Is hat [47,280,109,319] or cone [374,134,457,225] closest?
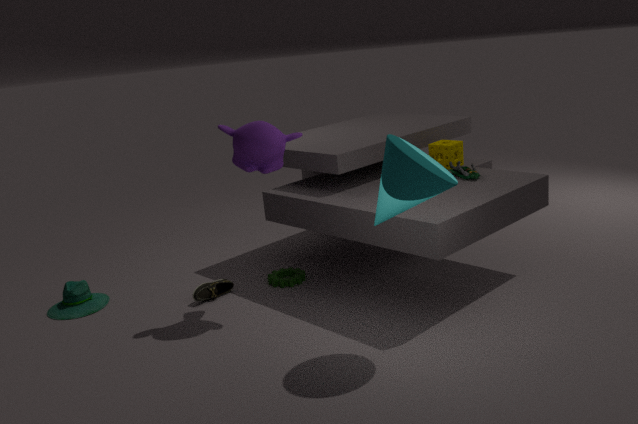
cone [374,134,457,225]
